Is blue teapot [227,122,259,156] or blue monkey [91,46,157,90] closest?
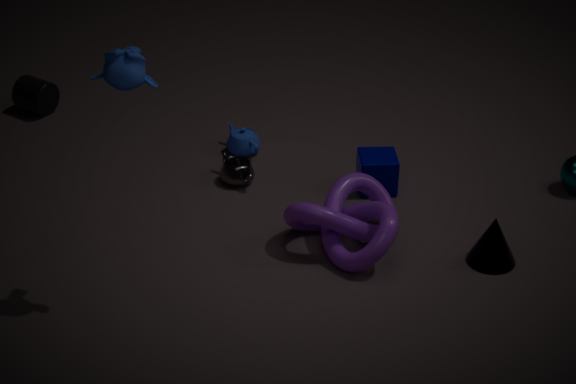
blue monkey [91,46,157,90]
